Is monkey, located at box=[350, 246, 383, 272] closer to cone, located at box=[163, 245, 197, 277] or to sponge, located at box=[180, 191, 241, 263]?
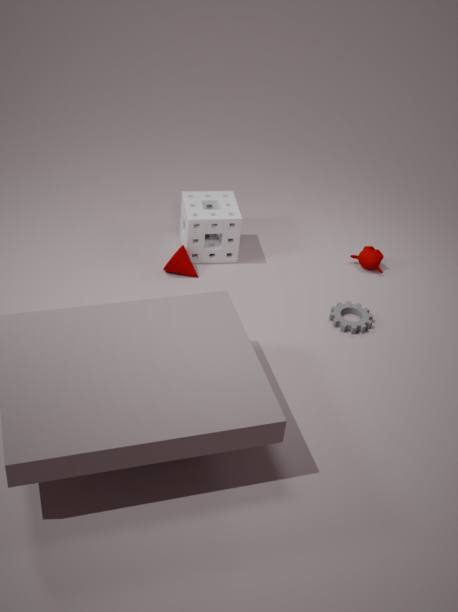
sponge, located at box=[180, 191, 241, 263]
